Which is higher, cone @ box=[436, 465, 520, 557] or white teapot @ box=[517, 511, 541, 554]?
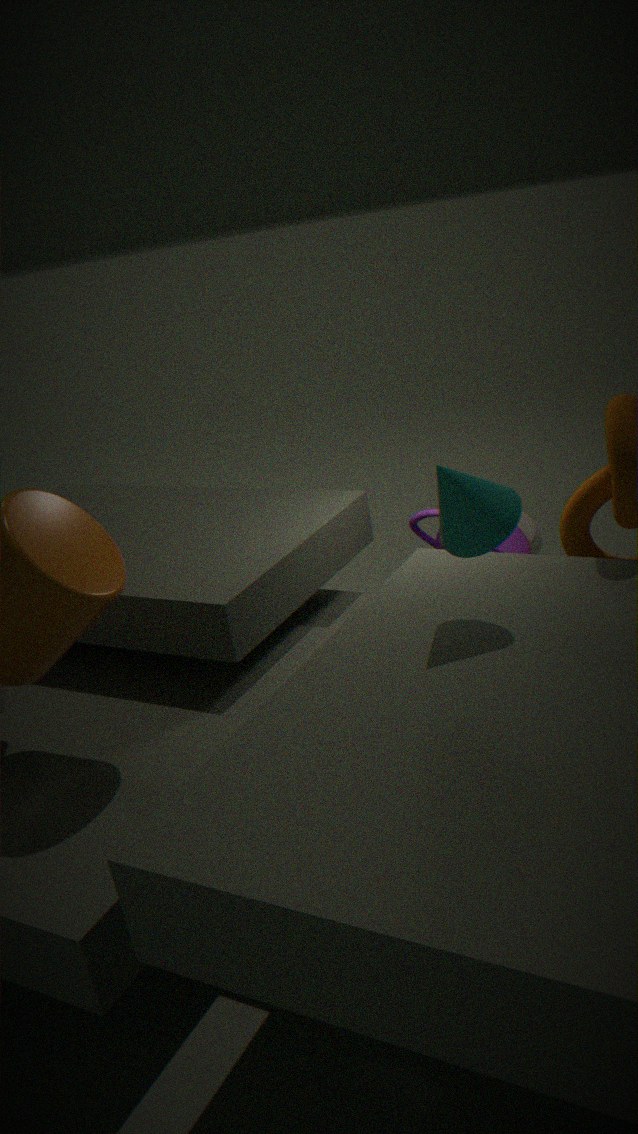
cone @ box=[436, 465, 520, 557]
